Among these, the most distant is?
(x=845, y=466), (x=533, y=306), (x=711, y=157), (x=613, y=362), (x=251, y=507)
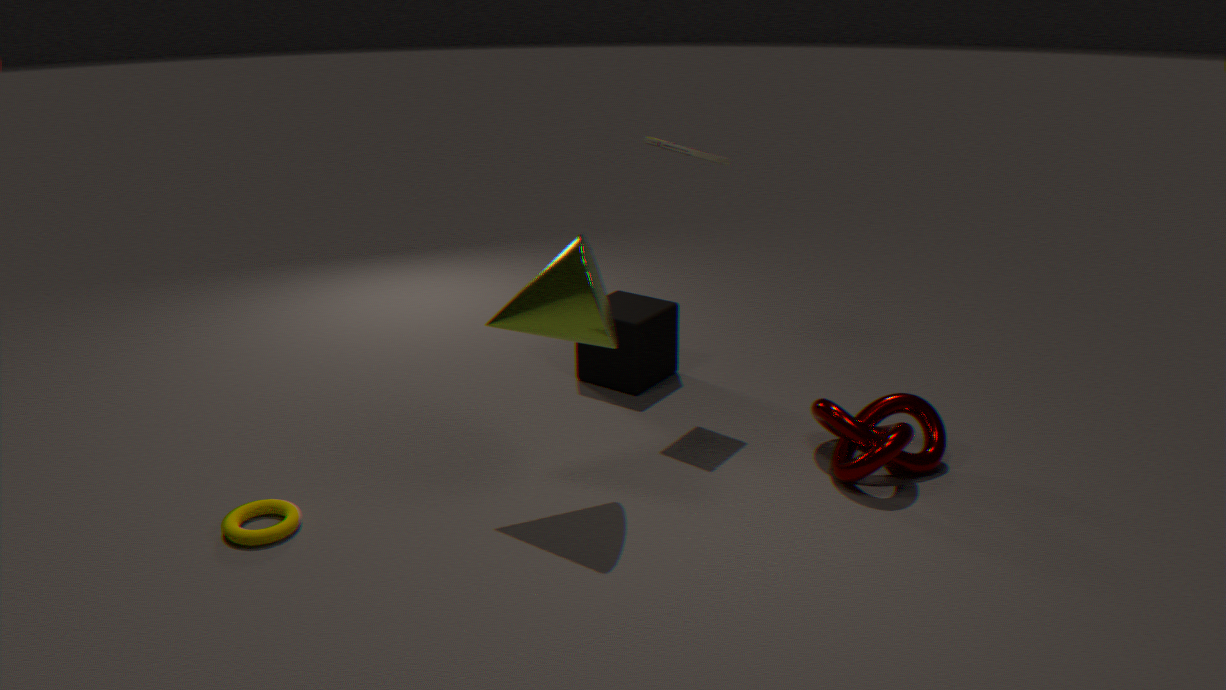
(x=613, y=362)
